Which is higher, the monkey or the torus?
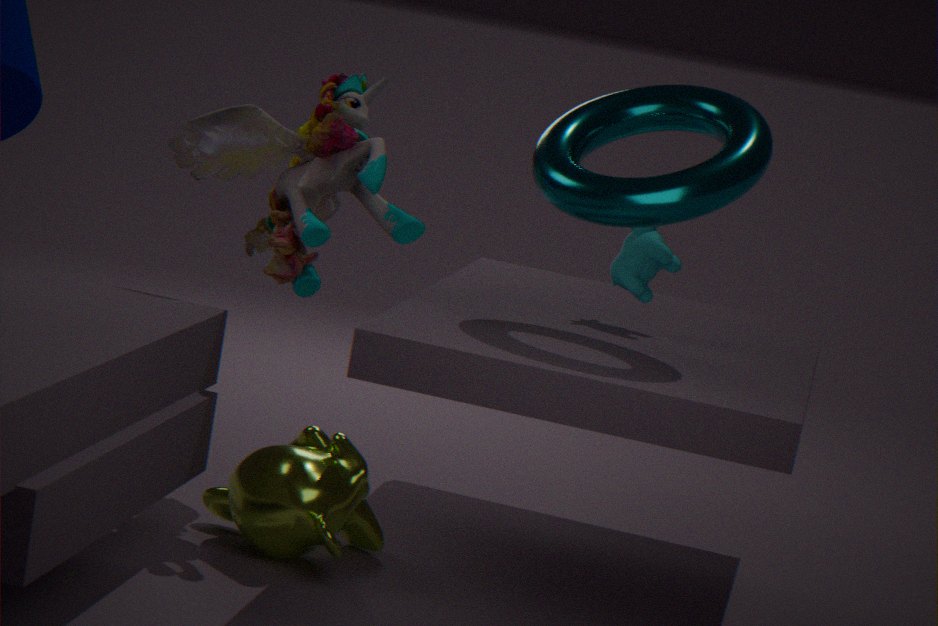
the torus
